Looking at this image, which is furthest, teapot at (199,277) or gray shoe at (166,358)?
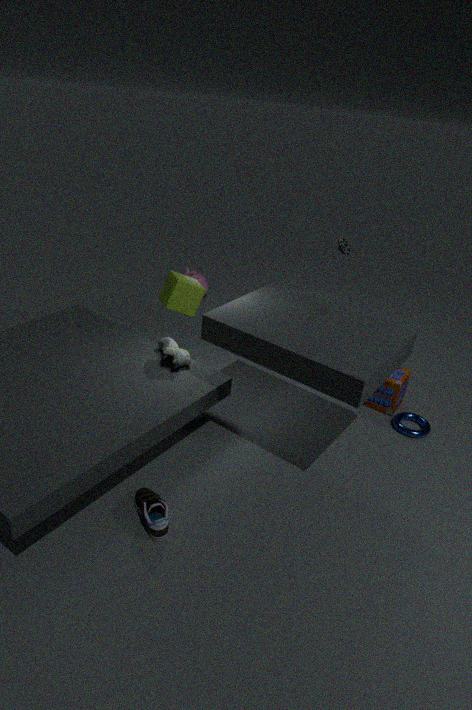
teapot at (199,277)
